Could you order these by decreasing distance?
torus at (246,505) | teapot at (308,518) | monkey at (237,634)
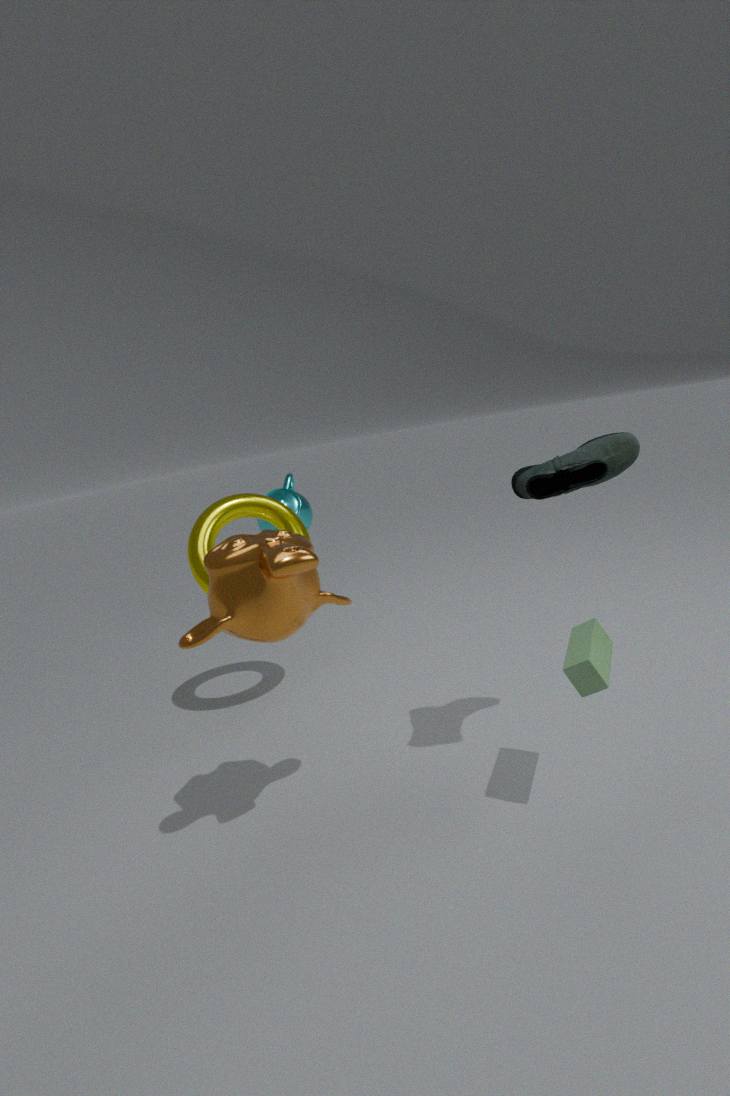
teapot at (308,518) < torus at (246,505) < monkey at (237,634)
